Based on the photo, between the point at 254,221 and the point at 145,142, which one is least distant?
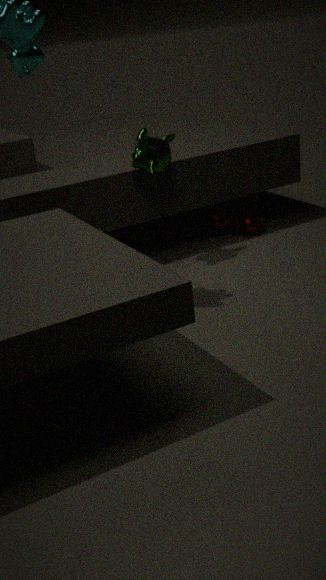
the point at 145,142
